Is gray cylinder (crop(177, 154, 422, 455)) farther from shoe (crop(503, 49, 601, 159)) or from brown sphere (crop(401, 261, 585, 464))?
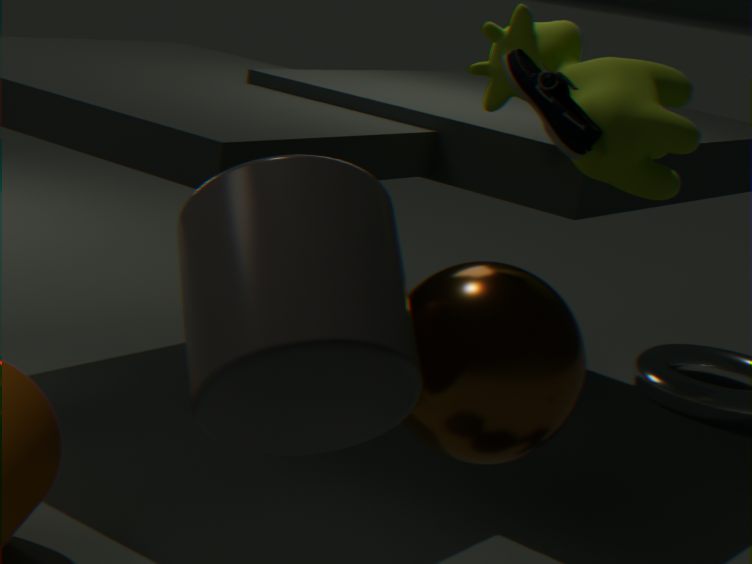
shoe (crop(503, 49, 601, 159))
